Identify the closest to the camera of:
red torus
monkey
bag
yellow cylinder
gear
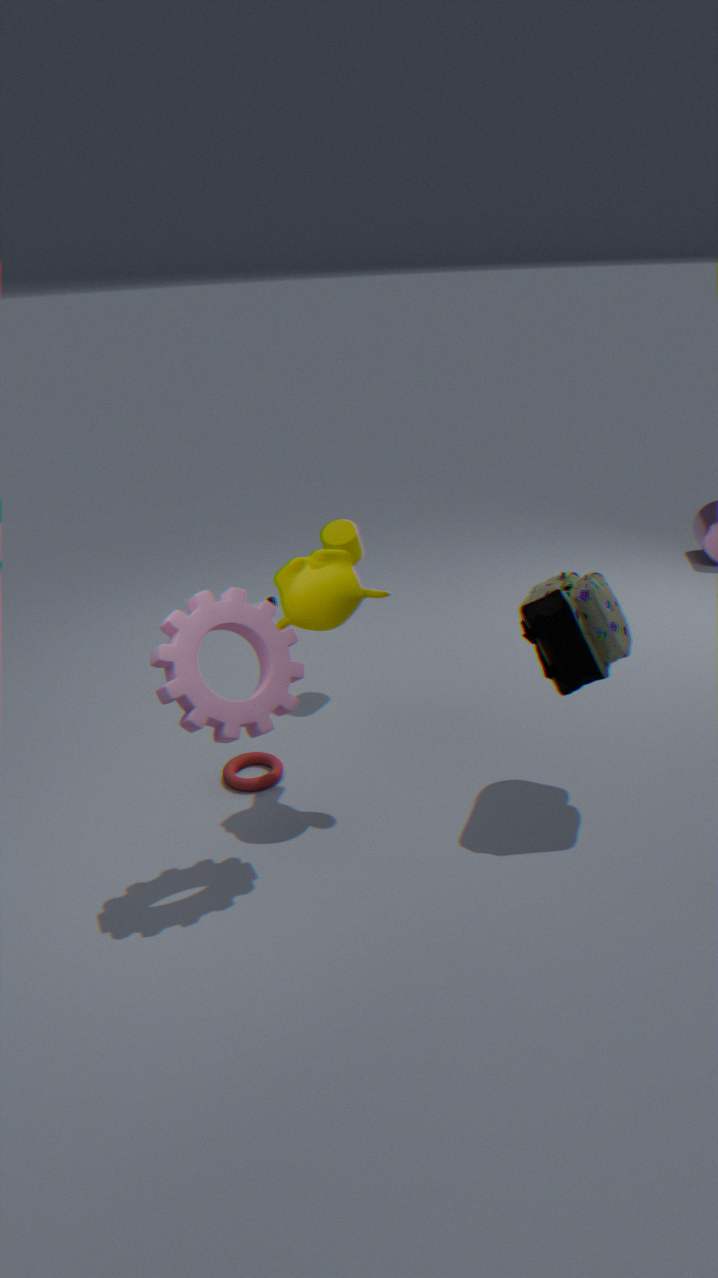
gear
